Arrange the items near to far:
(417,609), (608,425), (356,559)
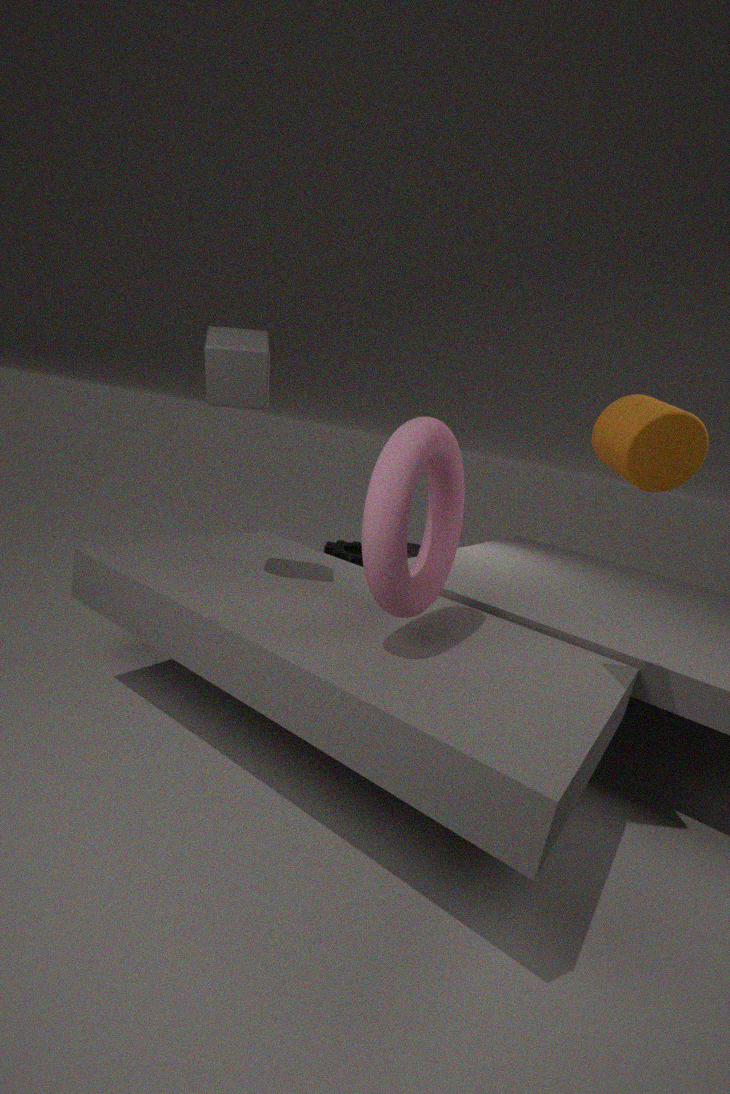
(608,425), (417,609), (356,559)
